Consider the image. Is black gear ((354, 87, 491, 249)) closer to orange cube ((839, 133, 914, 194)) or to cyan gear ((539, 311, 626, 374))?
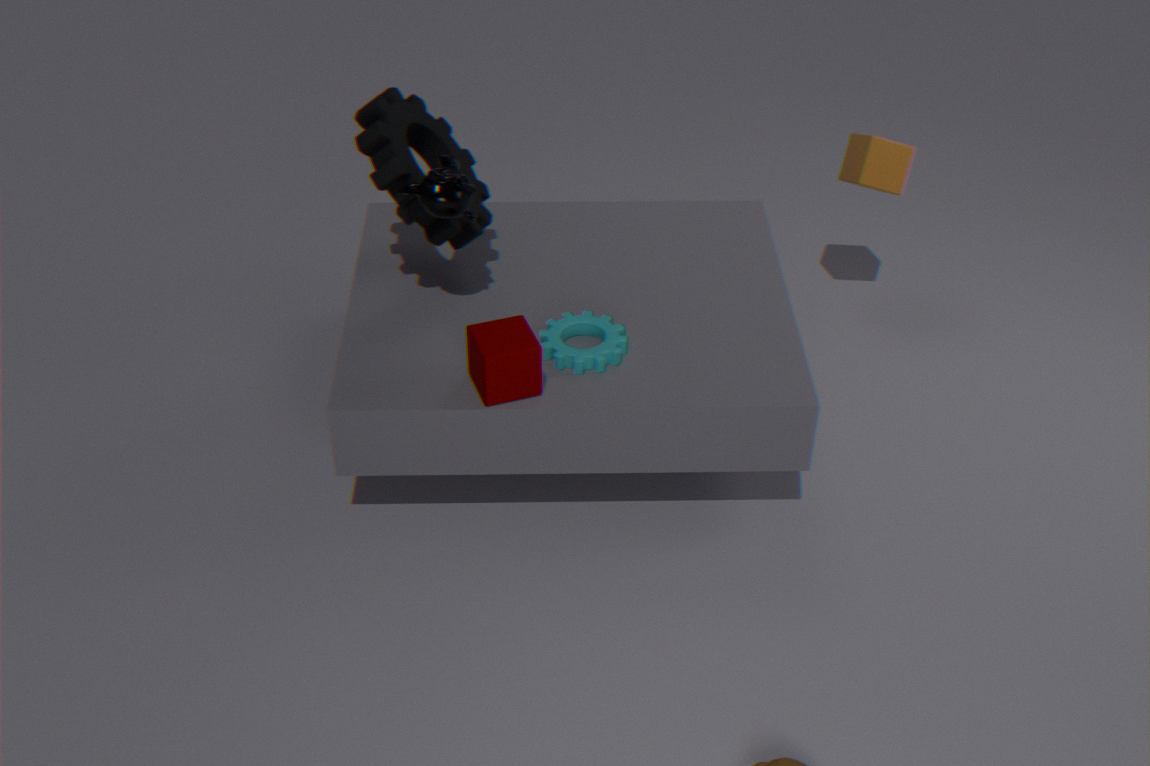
cyan gear ((539, 311, 626, 374))
